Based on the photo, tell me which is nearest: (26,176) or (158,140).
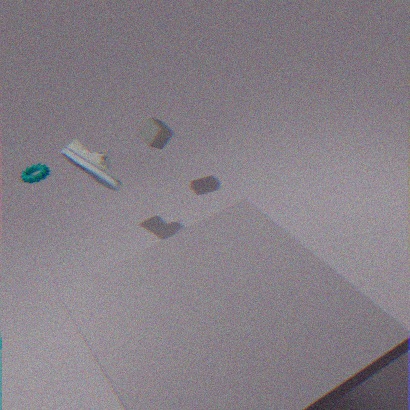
(158,140)
